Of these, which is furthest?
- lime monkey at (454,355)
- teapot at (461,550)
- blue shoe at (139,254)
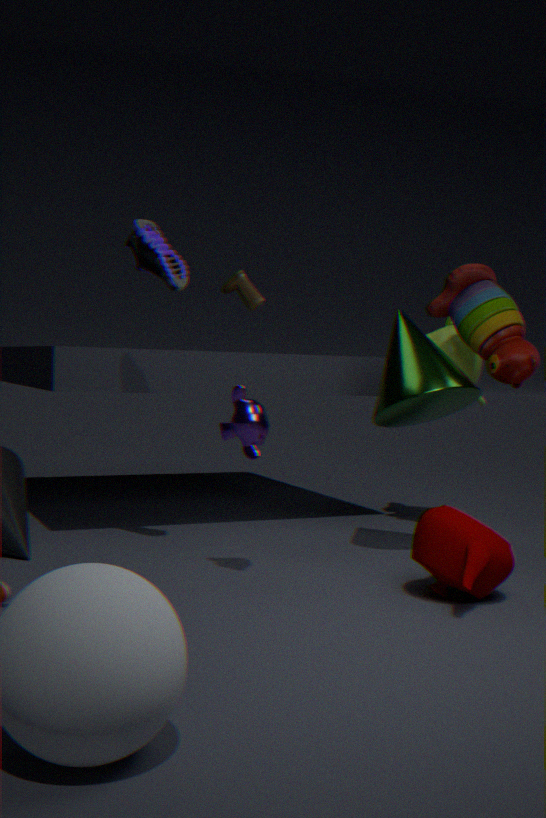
lime monkey at (454,355)
